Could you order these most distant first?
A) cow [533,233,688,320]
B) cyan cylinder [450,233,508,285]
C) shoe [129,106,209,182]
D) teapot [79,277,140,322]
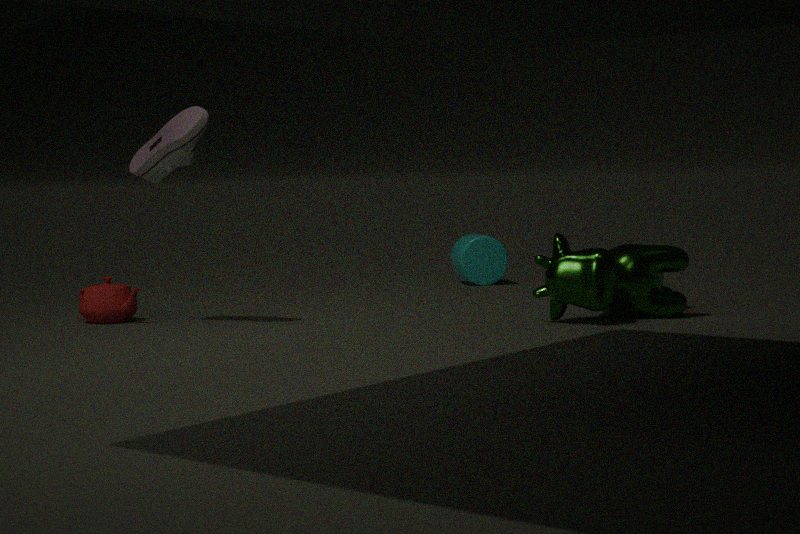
1. cyan cylinder [450,233,508,285]
2. teapot [79,277,140,322]
3. shoe [129,106,209,182]
4. cow [533,233,688,320]
